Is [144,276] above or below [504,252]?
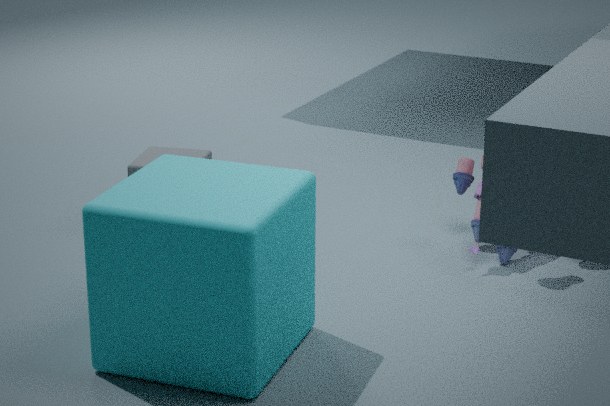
above
